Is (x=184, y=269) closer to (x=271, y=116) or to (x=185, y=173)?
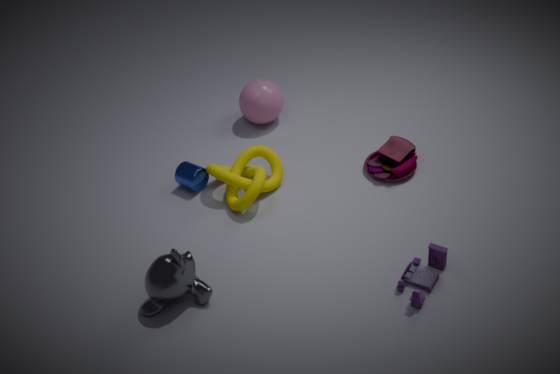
(x=185, y=173)
